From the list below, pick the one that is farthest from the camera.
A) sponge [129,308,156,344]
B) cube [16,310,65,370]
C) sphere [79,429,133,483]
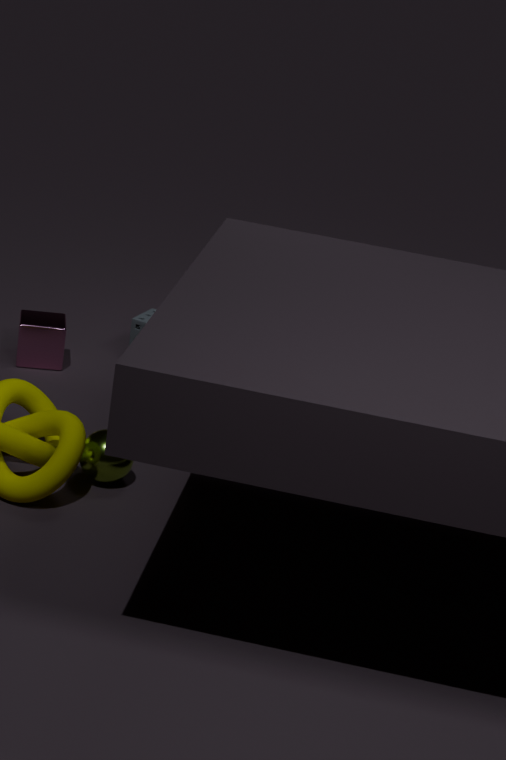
sponge [129,308,156,344]
